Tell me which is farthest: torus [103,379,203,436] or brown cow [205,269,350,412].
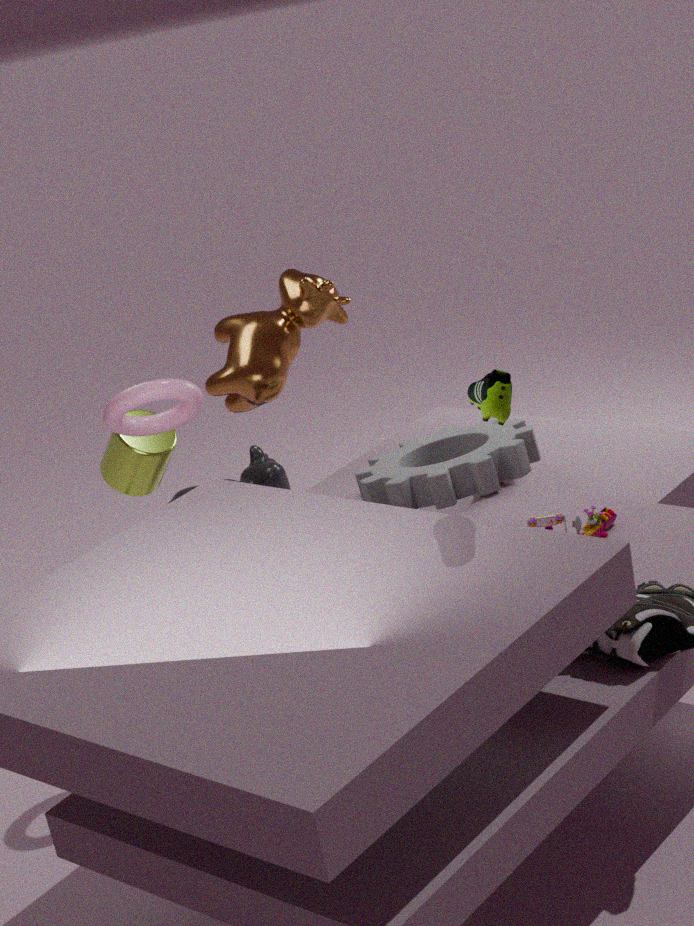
brown cow [205,269,350,412]
